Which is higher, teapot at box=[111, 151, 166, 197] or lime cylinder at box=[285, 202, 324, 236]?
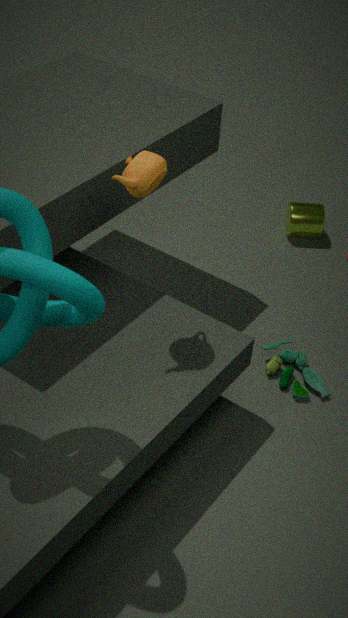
teapot at box=[111, 151, 166, 197]
